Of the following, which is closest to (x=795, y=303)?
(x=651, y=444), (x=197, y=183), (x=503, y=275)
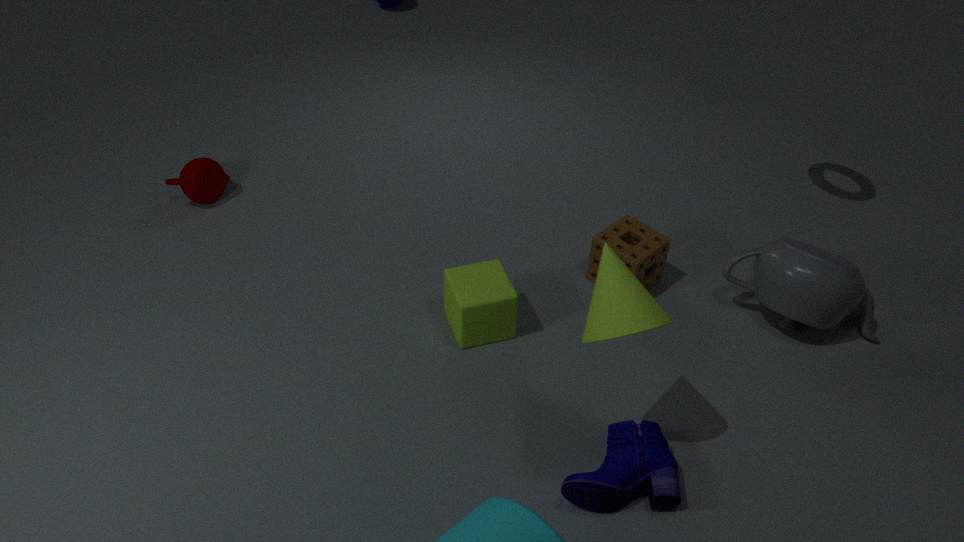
(x=651, y=444)
